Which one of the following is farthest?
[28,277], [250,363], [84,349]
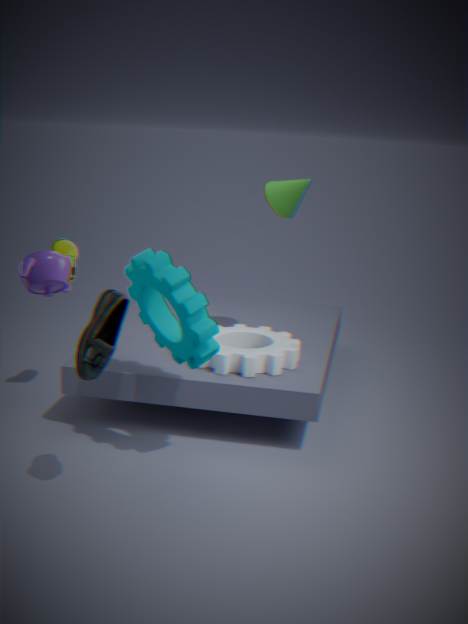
[250,363]
